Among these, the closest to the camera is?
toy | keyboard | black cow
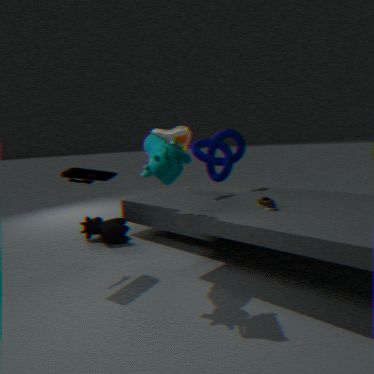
toy
